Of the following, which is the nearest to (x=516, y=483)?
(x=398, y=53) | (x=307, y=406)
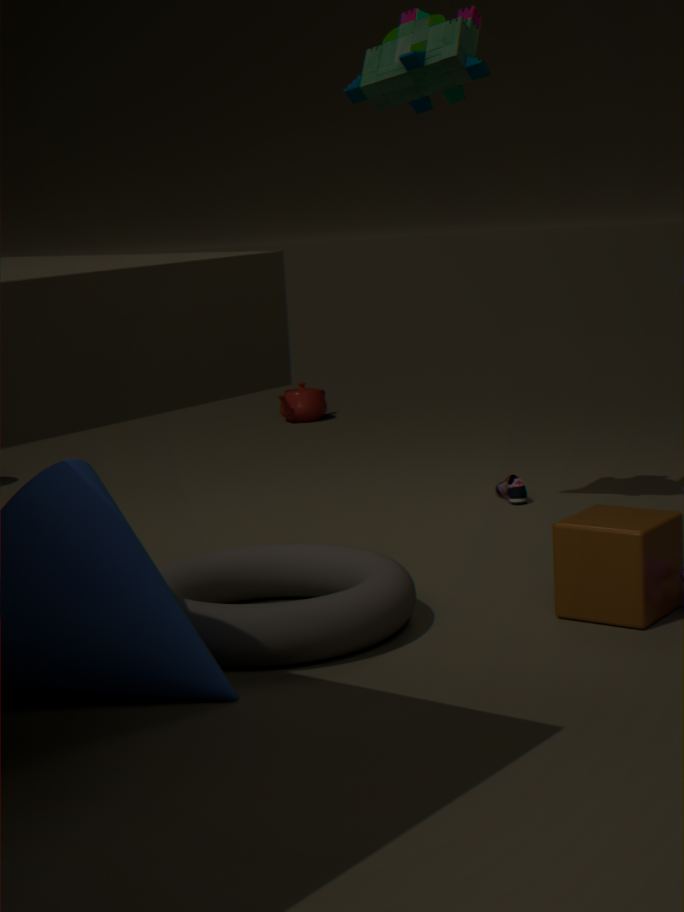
(x=398, y=53)
